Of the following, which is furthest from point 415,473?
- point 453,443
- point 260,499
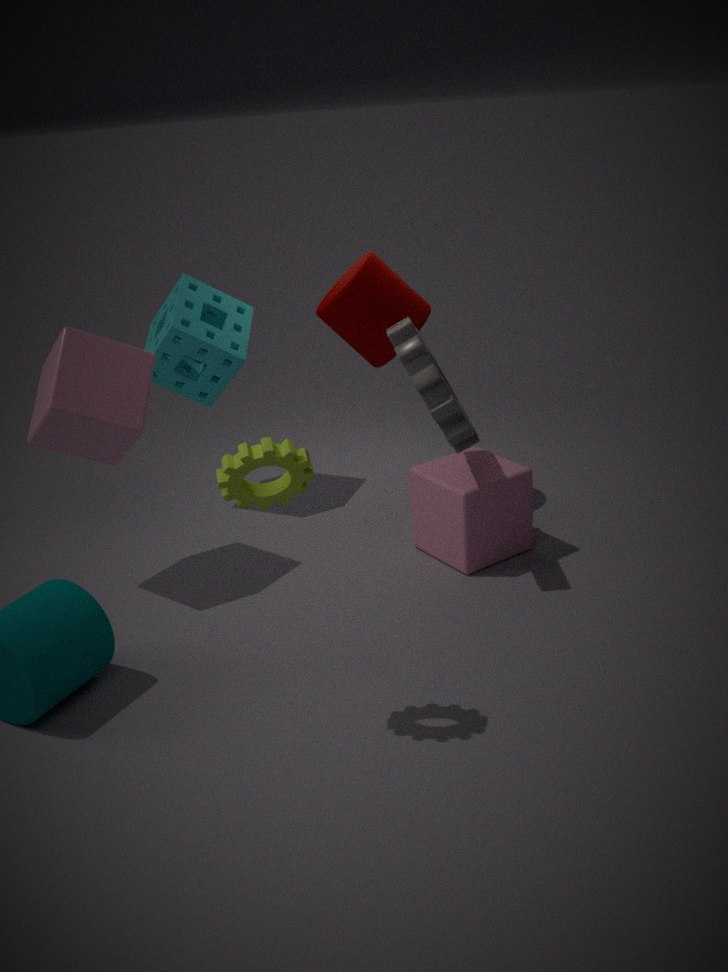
point 260,499
